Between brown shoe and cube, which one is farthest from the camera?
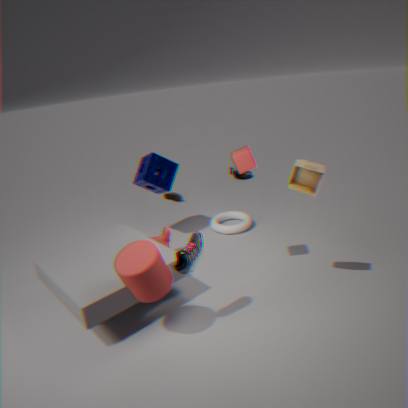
brown shoe
